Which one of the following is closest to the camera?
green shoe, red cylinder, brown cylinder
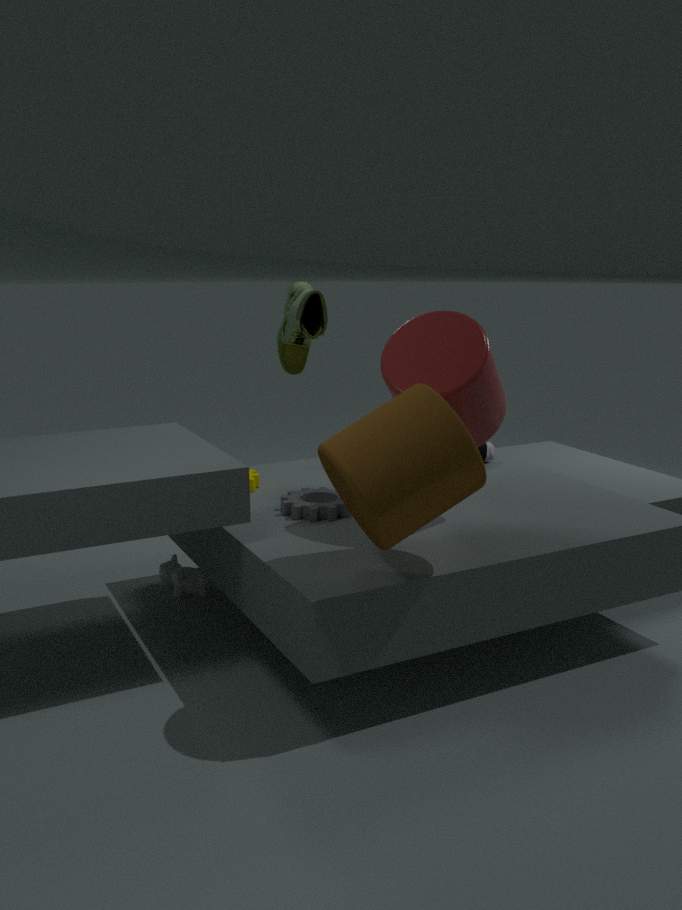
brown cylinder
